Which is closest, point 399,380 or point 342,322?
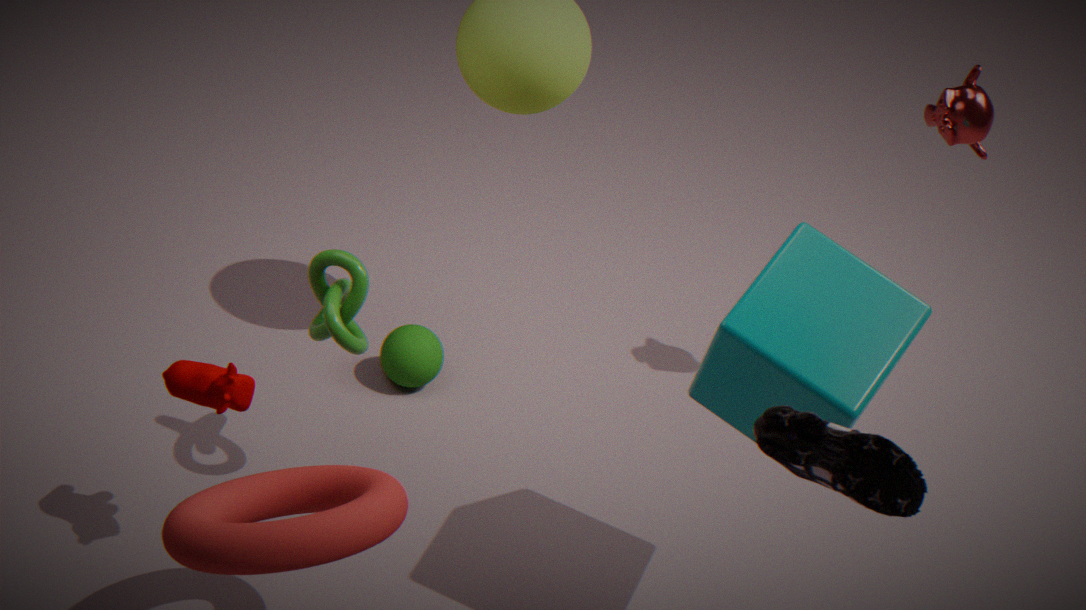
point 342,322
